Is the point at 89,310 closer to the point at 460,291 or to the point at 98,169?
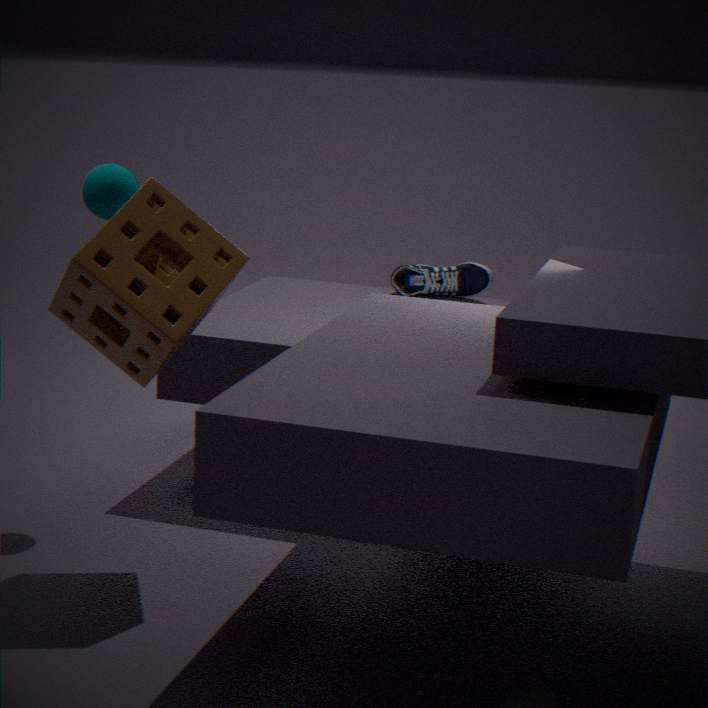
the point at 98,169
